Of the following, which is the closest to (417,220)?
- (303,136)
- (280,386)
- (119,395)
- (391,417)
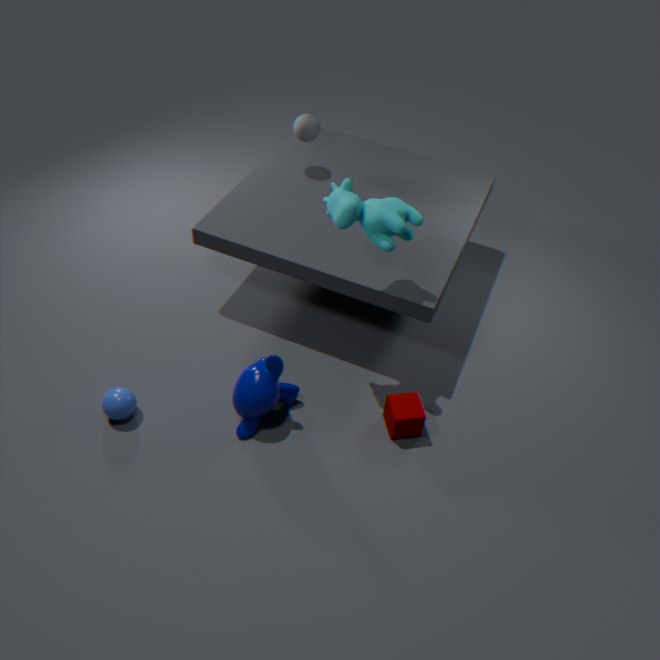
(391,417)
